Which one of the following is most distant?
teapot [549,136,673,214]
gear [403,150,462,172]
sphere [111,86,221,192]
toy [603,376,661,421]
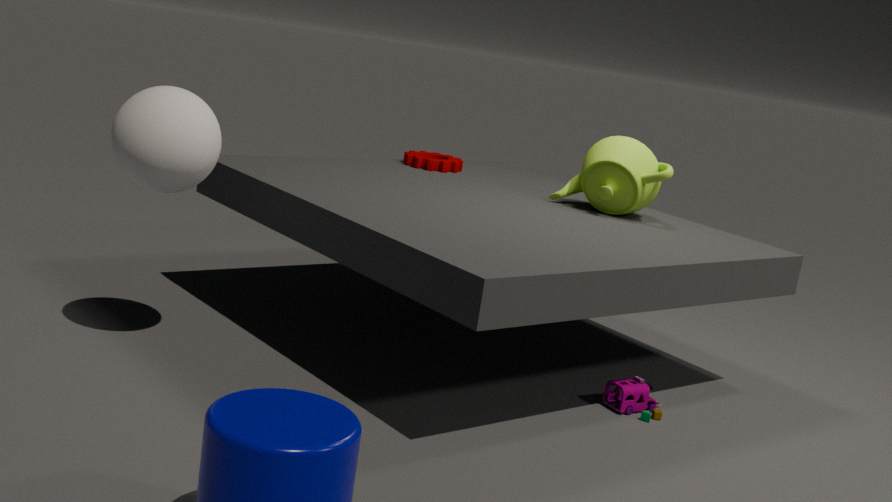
gear [403,150,462,172]
